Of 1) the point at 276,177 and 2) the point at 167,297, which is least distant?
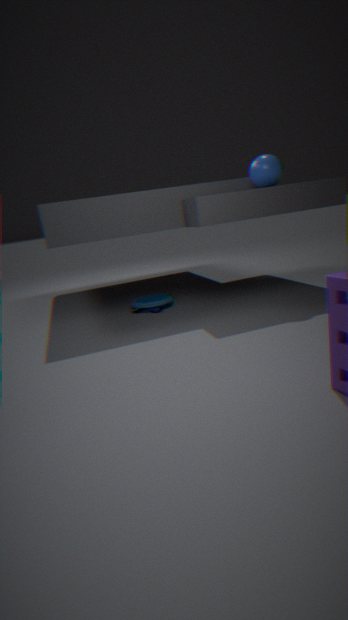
1. the point at 276,177
